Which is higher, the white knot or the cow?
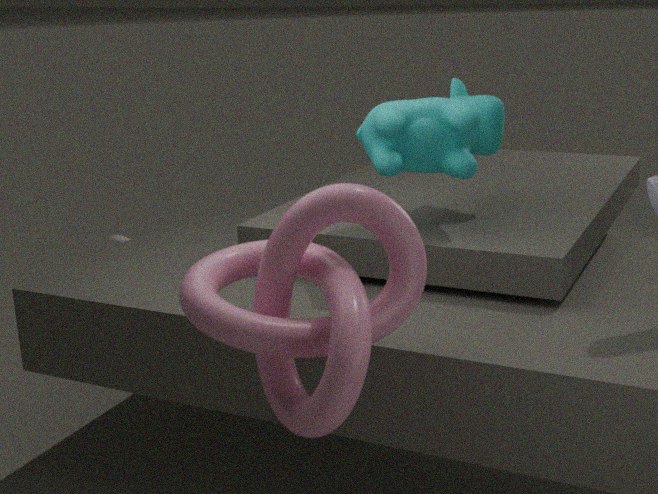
the cow
